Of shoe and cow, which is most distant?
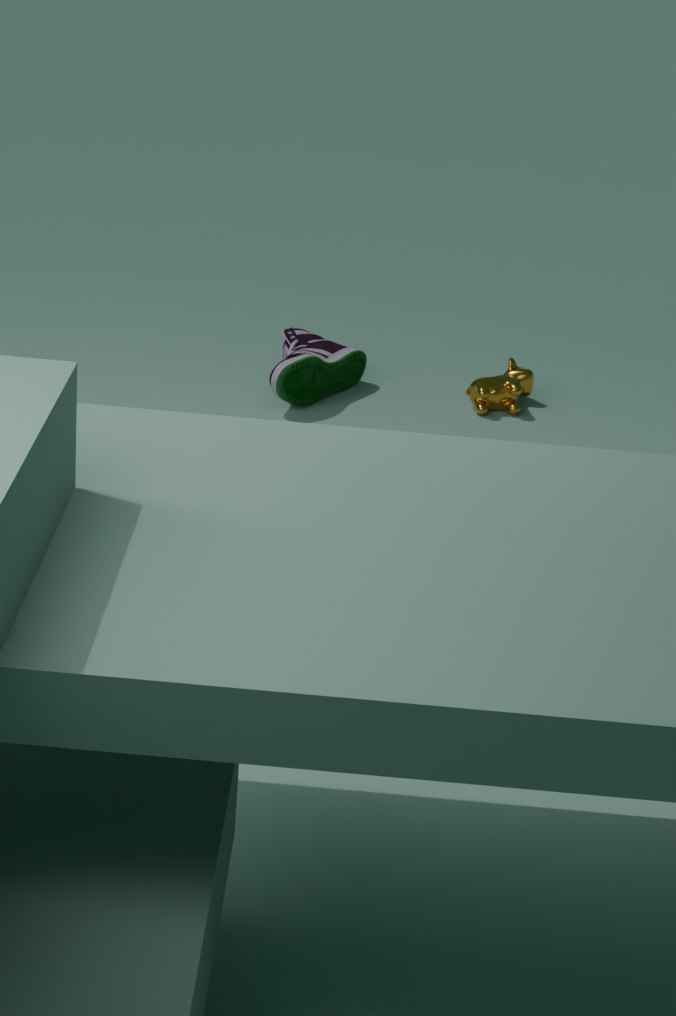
cow
